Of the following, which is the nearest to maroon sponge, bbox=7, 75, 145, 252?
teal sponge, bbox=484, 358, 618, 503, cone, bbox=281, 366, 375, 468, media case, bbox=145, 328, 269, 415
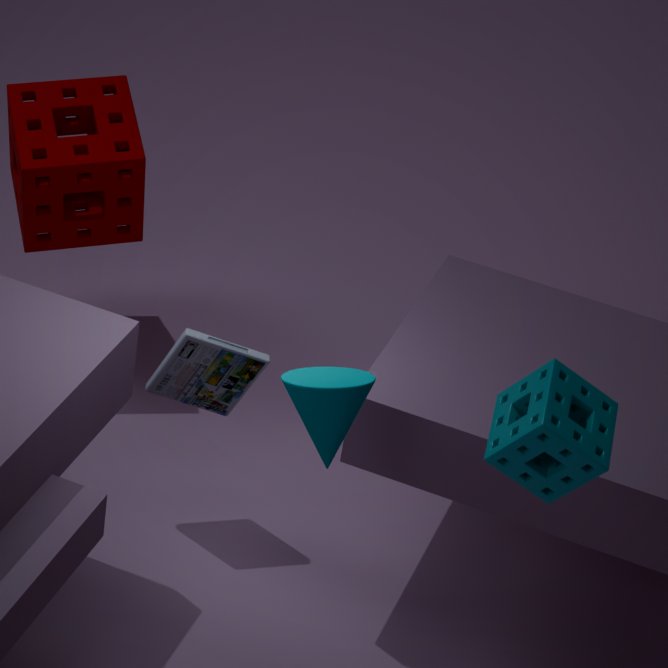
media case, bbox=145, 328, 269, 415
